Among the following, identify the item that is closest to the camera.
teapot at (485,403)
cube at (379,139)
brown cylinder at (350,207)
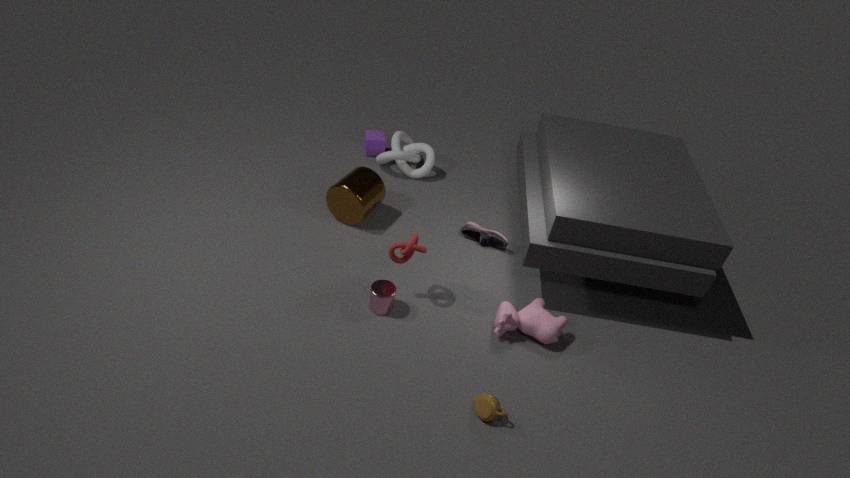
teapot at (485,403)
